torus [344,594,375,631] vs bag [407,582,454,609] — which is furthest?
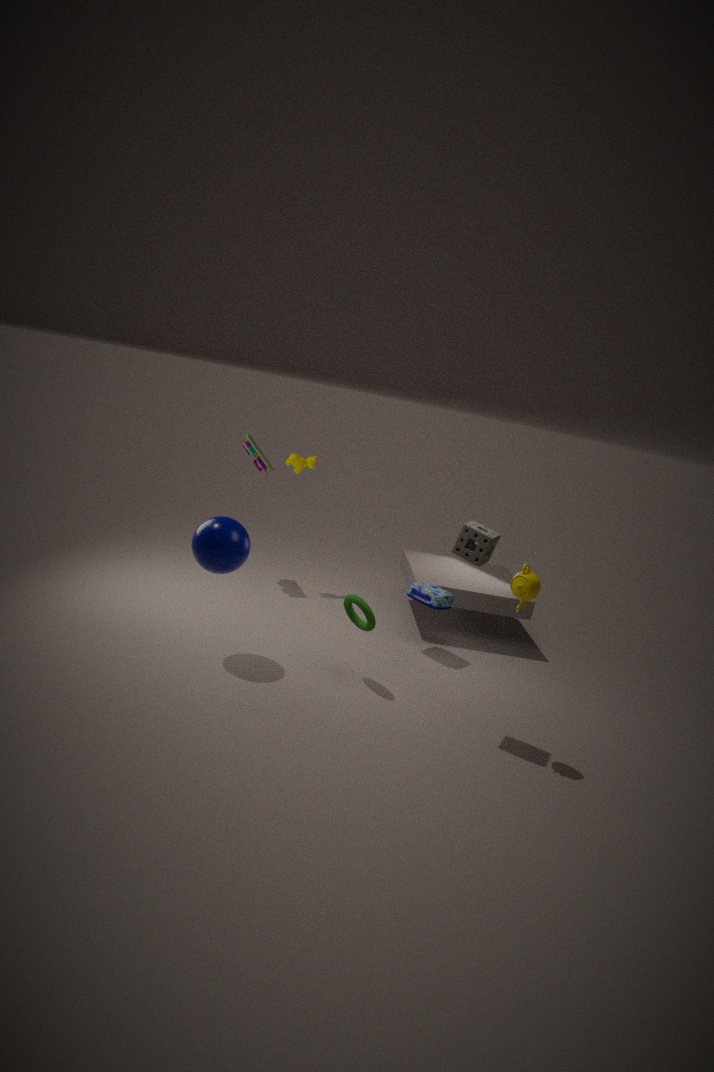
bag [407,582,454,609]
